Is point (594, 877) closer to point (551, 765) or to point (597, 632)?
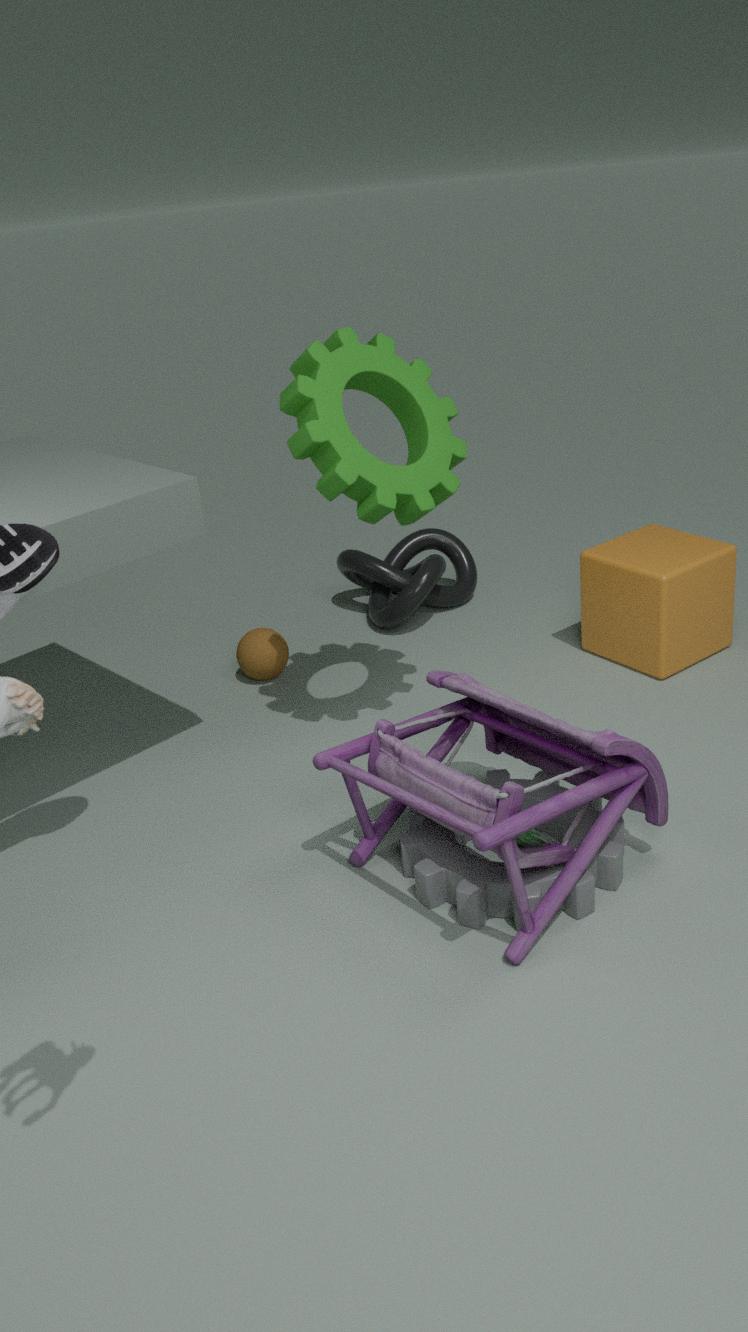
point (551, 765)
